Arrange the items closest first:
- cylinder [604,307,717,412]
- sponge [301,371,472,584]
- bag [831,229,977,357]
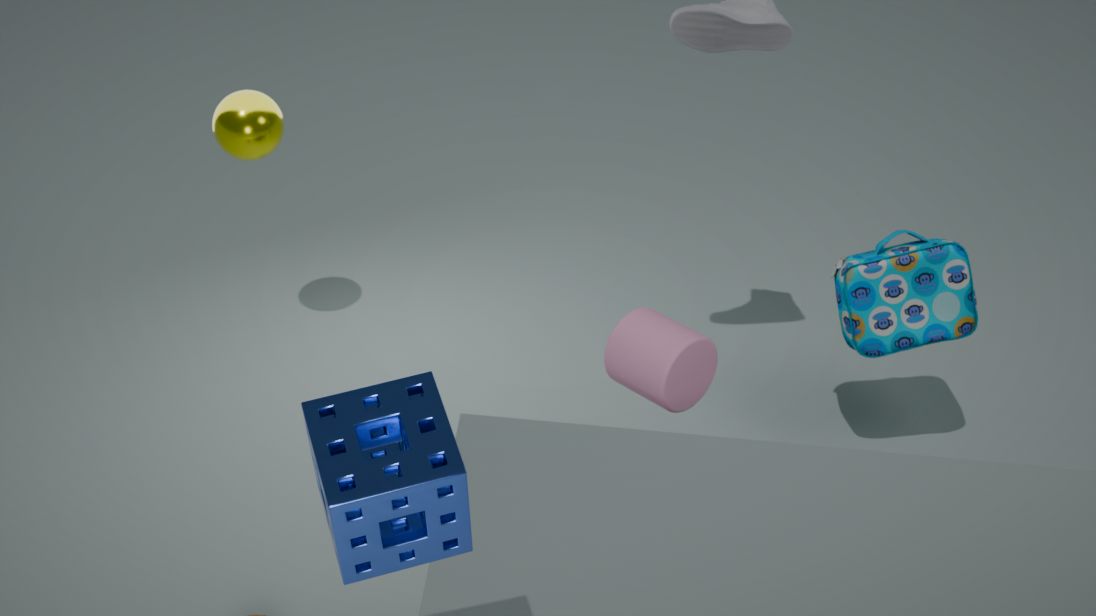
1. sponge [301,371,472,584]
2. cylinder [604,307,717,412]
3. bag [831,229,977,357]
